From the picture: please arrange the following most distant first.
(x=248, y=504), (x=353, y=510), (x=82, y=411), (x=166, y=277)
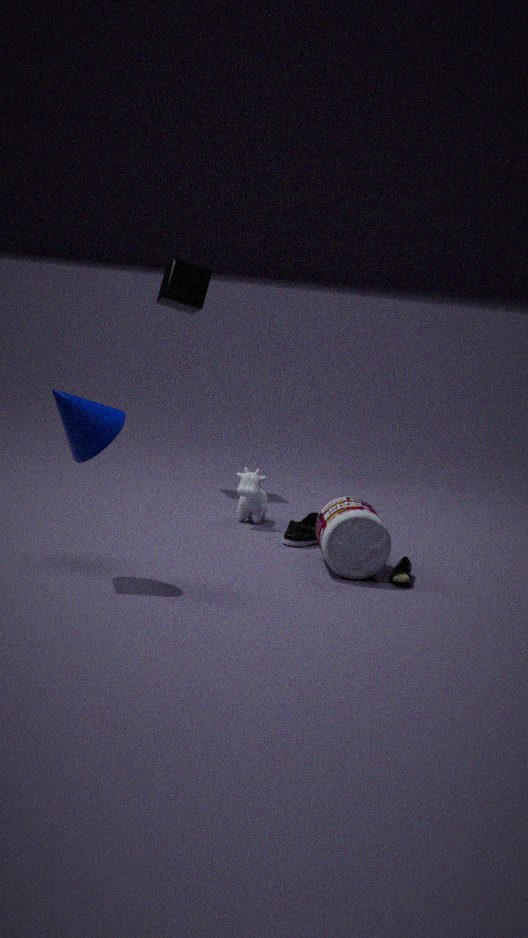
(x=166, y=277)
(x=248, y=504)
(x=353, y=510)
(x=82, y=411)
